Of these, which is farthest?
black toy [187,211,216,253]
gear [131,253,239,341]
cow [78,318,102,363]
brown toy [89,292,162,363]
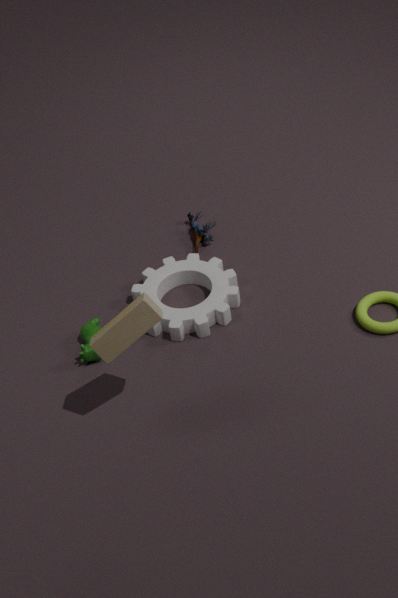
black toy [187,211,216,253]
